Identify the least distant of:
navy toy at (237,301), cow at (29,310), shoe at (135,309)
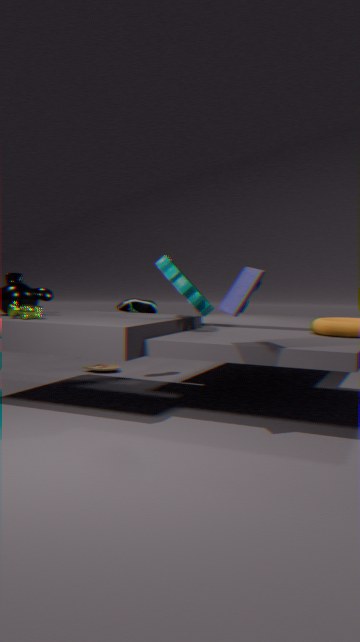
navy toy at (237,301)
